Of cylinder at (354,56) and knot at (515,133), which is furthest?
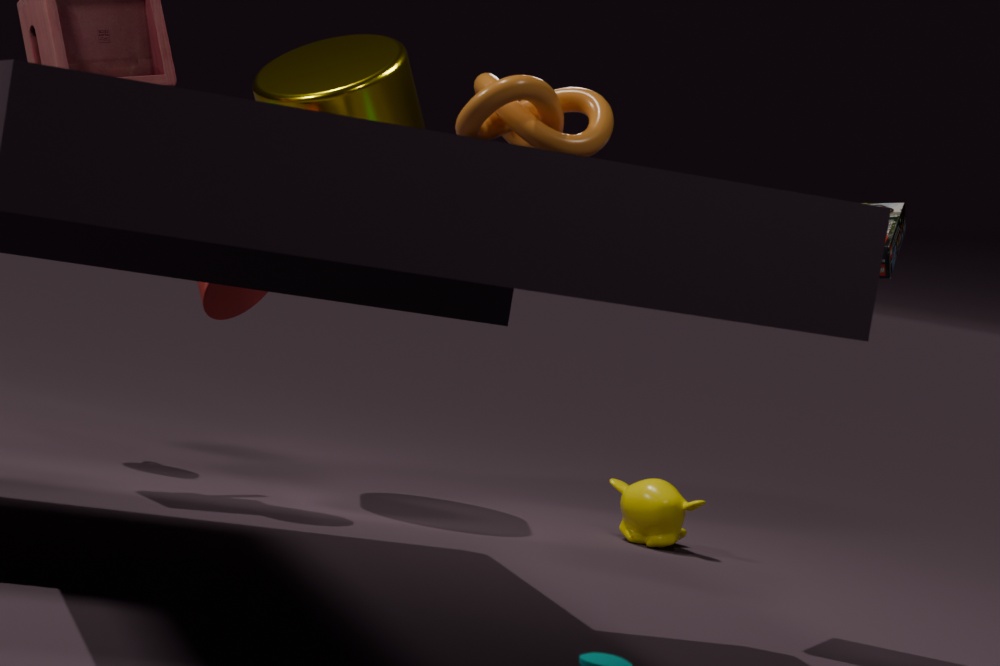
cylinder at (354,56)
